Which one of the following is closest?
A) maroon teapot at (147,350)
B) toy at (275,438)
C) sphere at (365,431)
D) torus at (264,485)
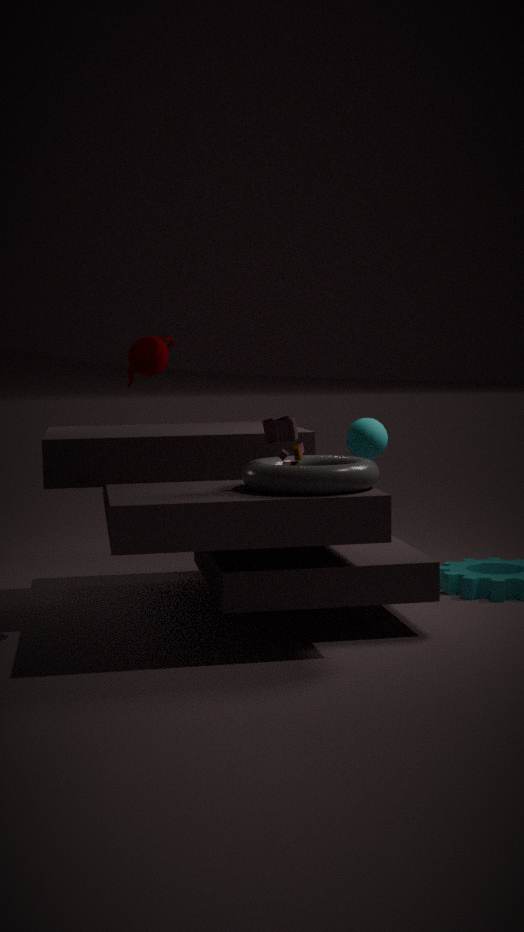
torus at (264,485)
